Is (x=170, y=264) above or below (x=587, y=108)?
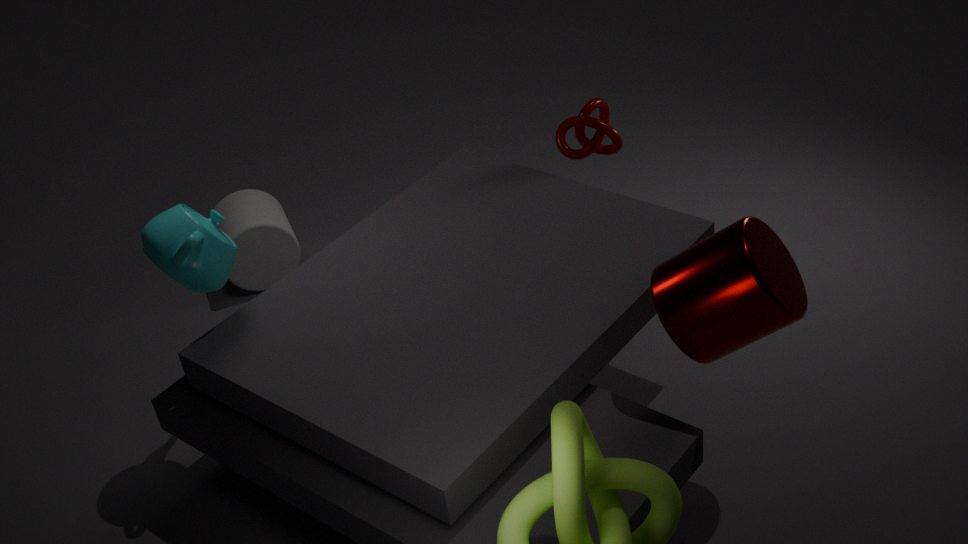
above
